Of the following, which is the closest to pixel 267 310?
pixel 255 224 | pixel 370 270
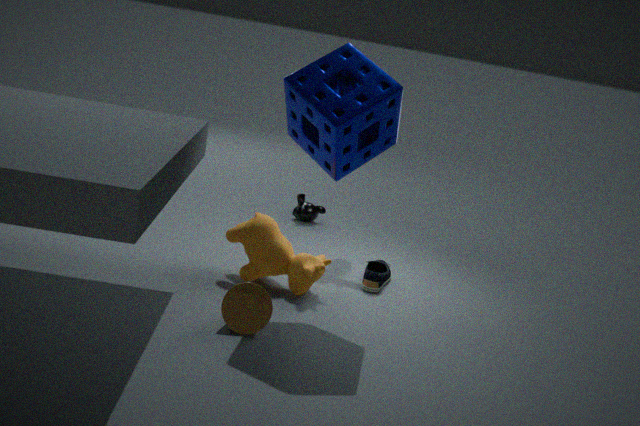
pixel 255 224
